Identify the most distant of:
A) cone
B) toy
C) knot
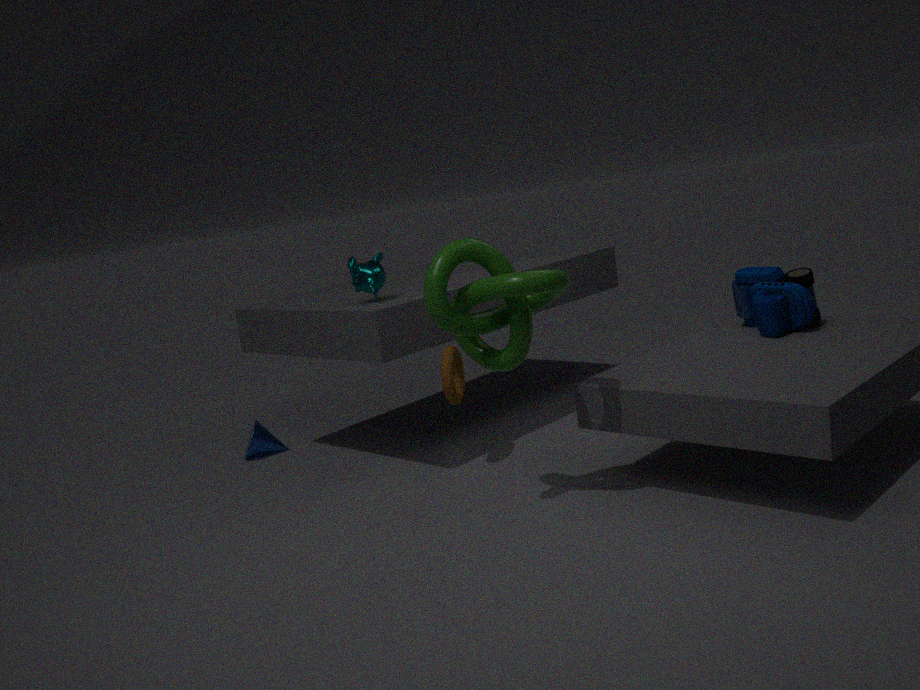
cone
